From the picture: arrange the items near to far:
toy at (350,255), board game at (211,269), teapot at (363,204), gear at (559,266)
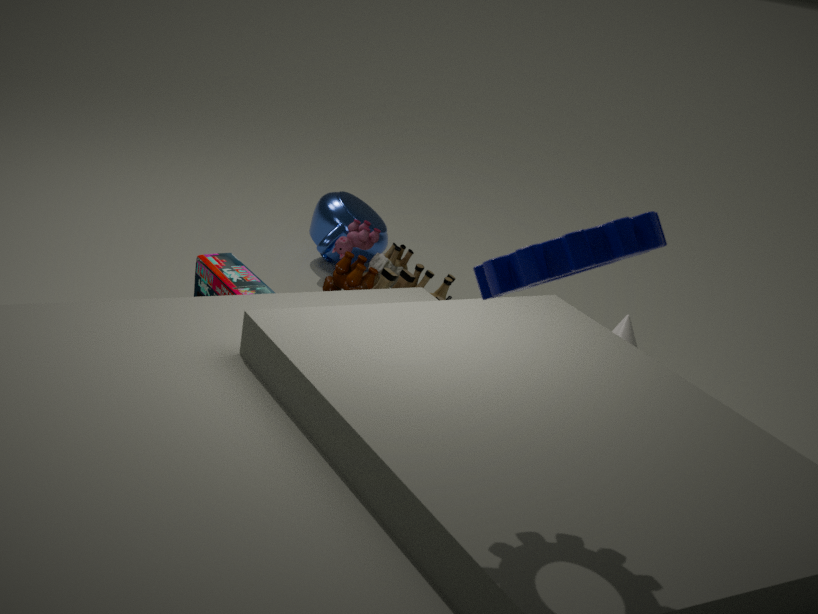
gear at (559,266)
board game at (211,269)
toy at (350,255)
teapot at (363,204)
